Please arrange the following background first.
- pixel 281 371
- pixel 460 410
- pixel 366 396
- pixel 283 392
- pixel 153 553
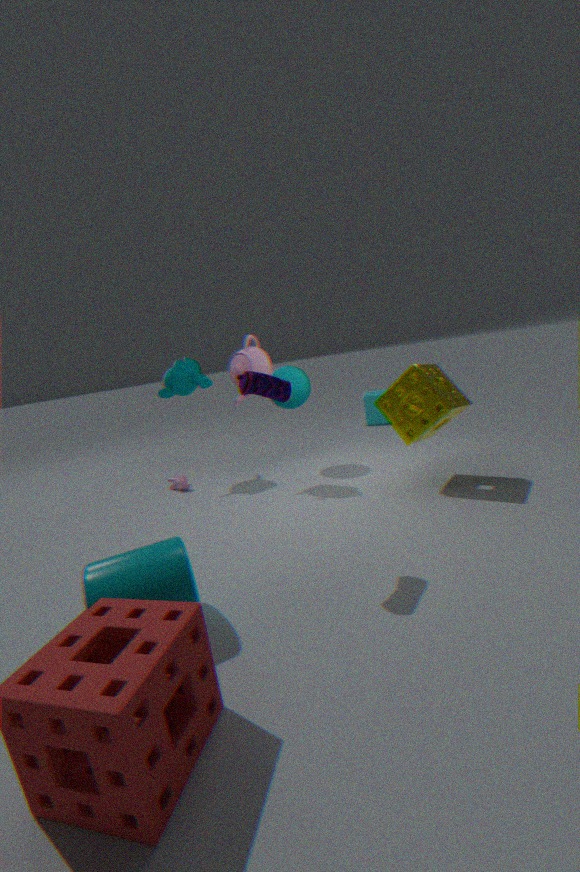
pixel 366 396 < pixel 281 371 < pixel 460 410 < pixel 283 392 < pixel 153 553
